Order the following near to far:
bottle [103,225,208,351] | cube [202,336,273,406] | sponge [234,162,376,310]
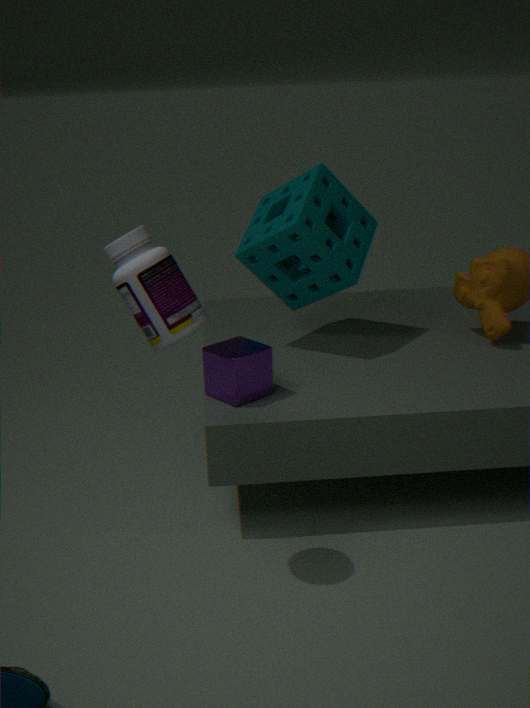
bottle [103,225,208,351]
cube [202,336,273,406]
sponge [234,162,376,310]
